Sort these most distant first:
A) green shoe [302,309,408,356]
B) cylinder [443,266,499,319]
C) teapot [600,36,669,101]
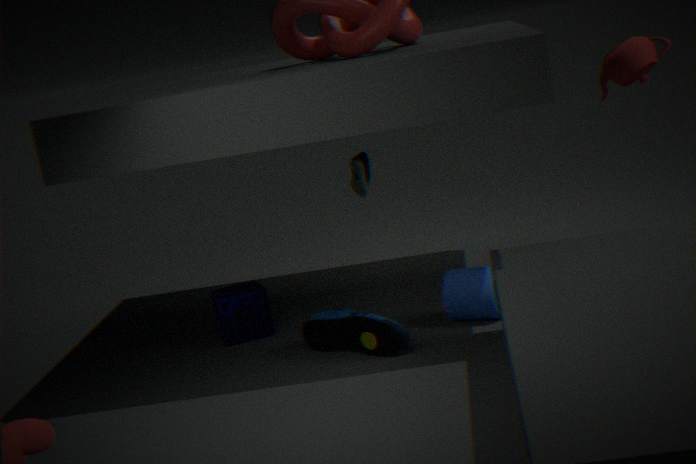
cylinder [443,266,499,319], green shoe [302,309,408,356], teapot [600,36,669,101]
